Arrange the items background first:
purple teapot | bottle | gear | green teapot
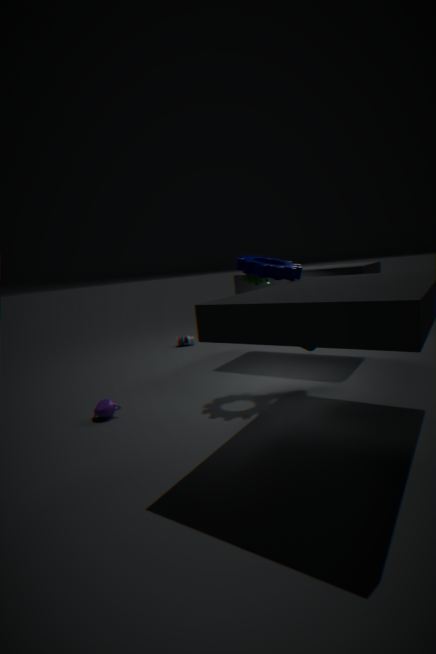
bottle, green teapot, purple teapot, gear
